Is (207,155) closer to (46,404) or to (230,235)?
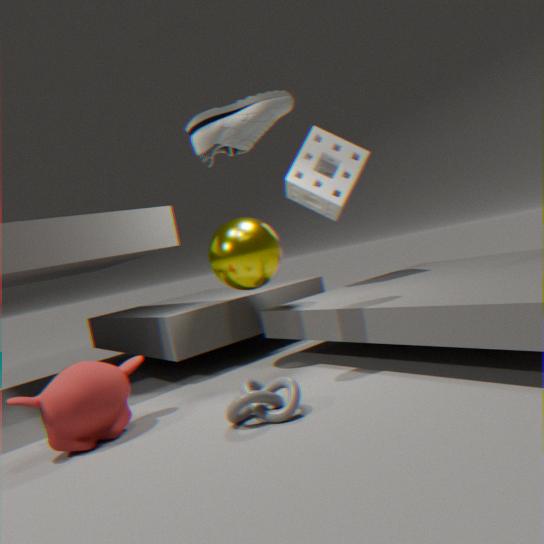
(230,235)
